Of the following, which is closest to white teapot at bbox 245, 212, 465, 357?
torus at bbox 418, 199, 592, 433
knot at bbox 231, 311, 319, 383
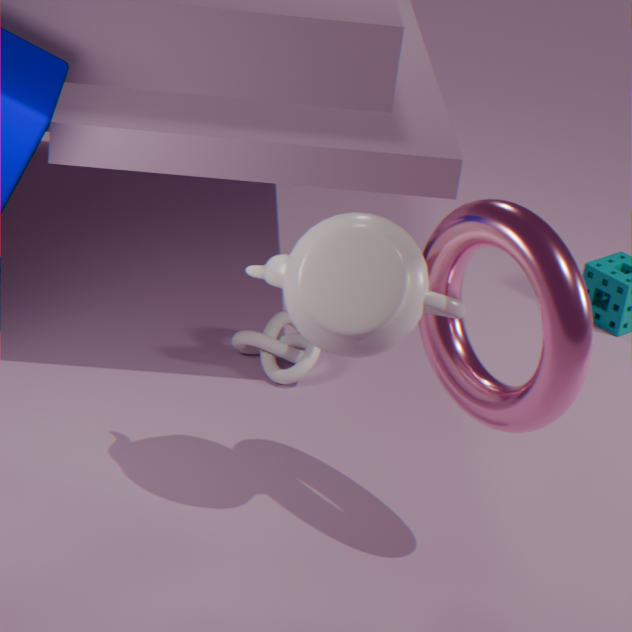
torus at bbox 418, 199, 592, 433
